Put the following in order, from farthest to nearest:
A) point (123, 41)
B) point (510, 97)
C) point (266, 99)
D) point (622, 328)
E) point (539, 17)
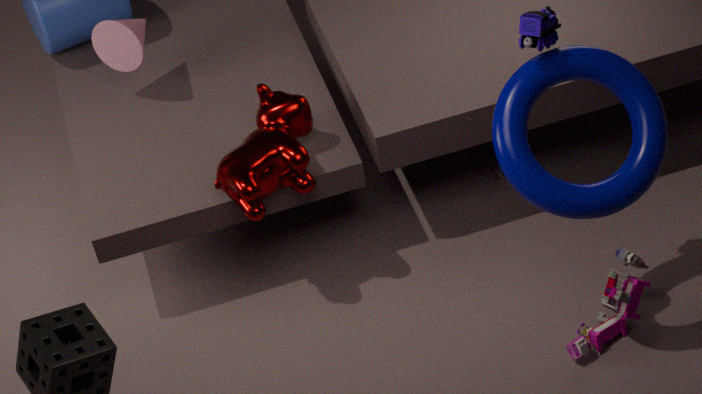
point (123, 41), point (266, 99), point (622, 328), point (510, 97), point (539, 17)
